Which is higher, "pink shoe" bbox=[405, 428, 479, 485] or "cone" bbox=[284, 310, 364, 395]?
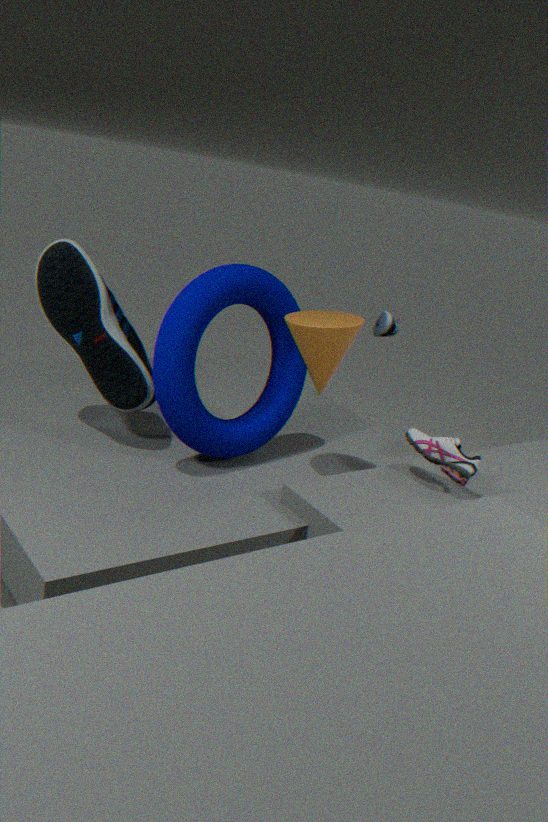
"cone" bbox=[284, 310, 364, 395]
